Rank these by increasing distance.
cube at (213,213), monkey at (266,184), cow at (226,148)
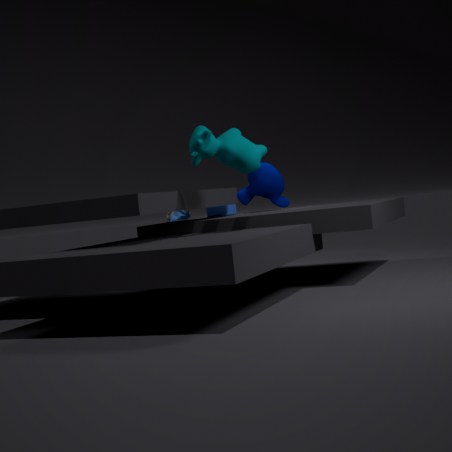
1. cow at (226,148)
2. cube at (213,213)
3. monkey at (266,184)
